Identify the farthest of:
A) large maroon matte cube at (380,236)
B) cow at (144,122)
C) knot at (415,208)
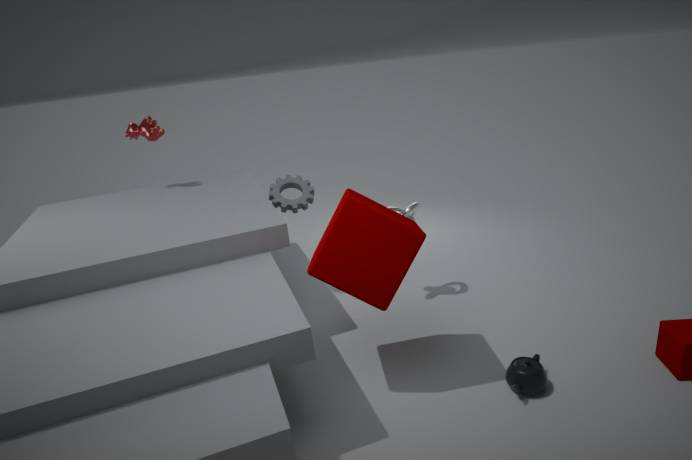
cow at (144,122)
